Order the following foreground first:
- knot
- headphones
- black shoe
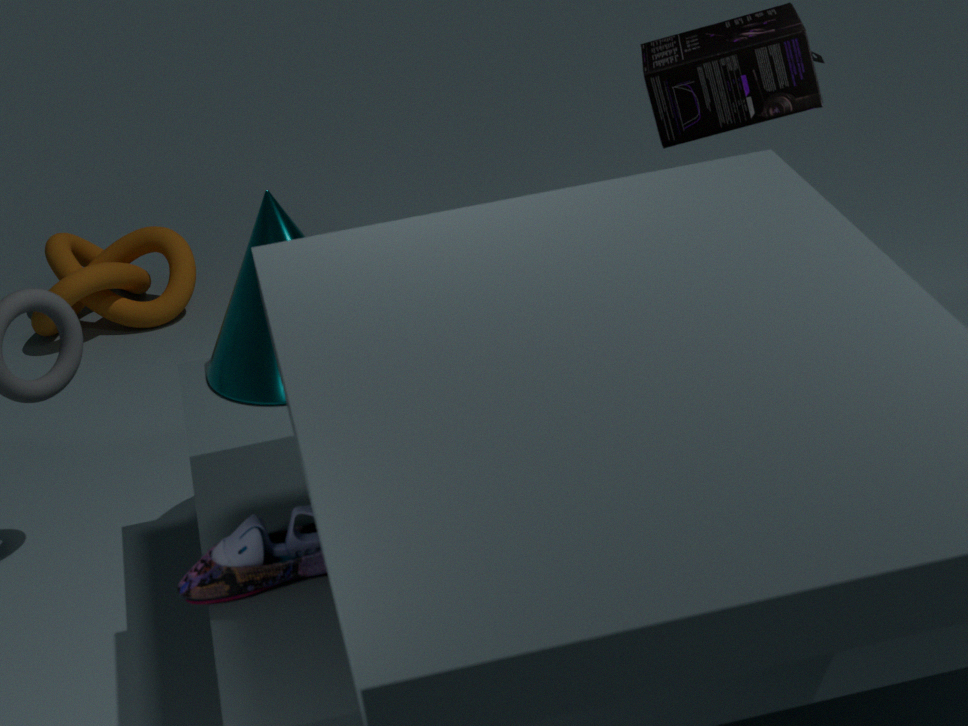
1. black shoe
2. headphones
3. knot
